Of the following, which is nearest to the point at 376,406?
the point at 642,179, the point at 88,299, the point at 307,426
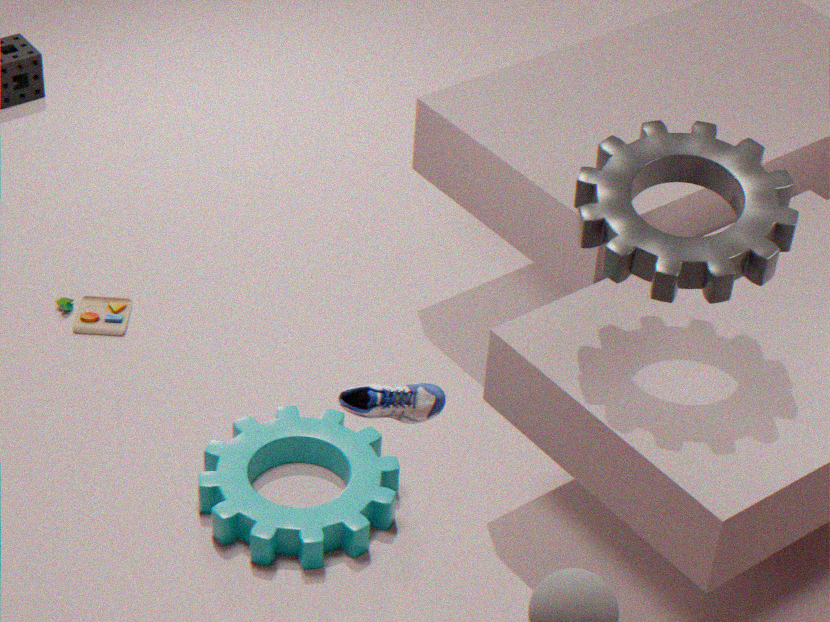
the point at 307,426
